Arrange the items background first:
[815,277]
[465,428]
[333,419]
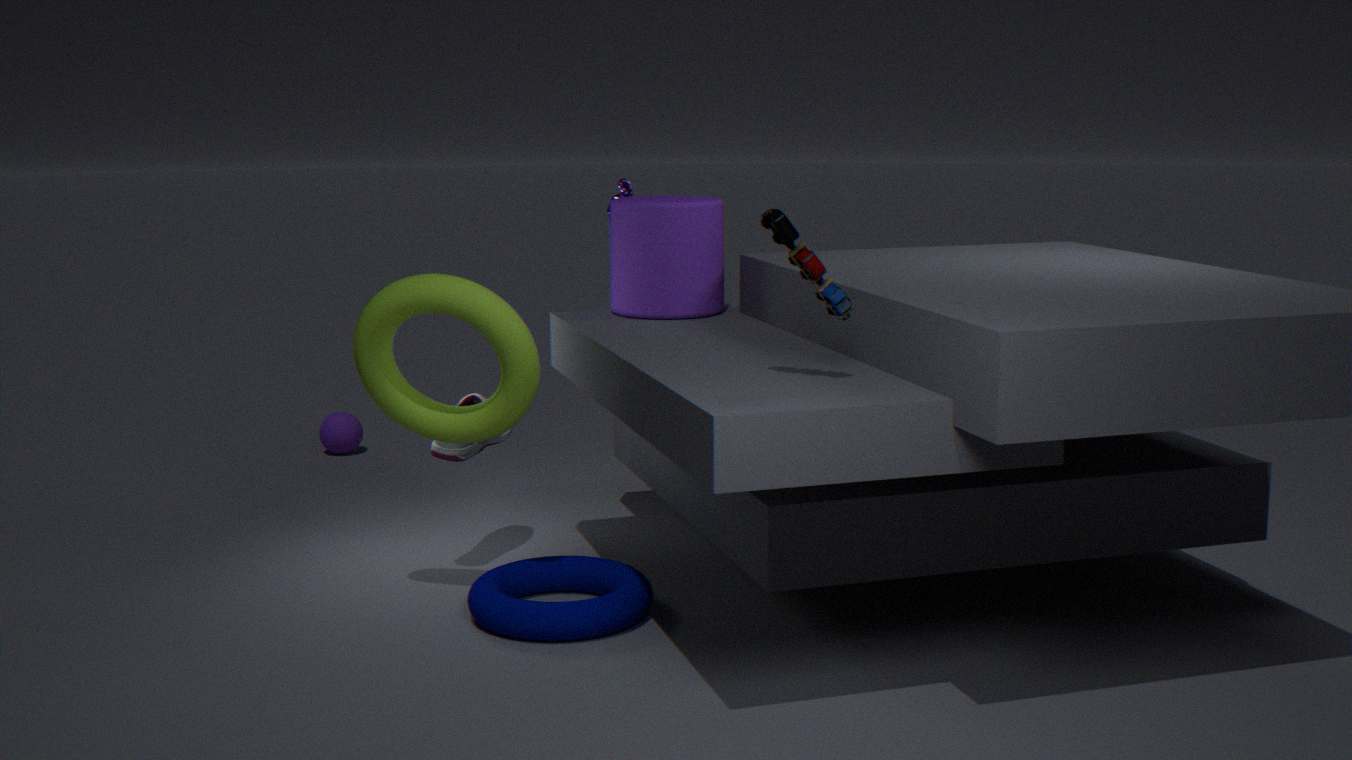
[333,419] < [465,428] < [815,277]
